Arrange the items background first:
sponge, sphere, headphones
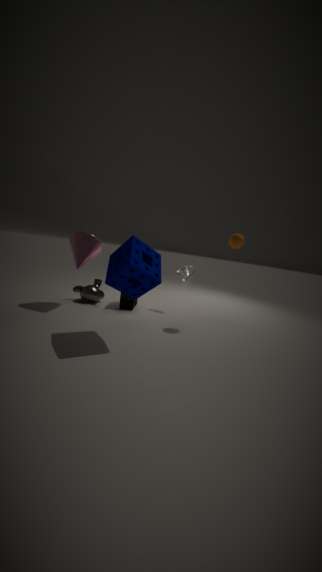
headphones → sphere → sponge
